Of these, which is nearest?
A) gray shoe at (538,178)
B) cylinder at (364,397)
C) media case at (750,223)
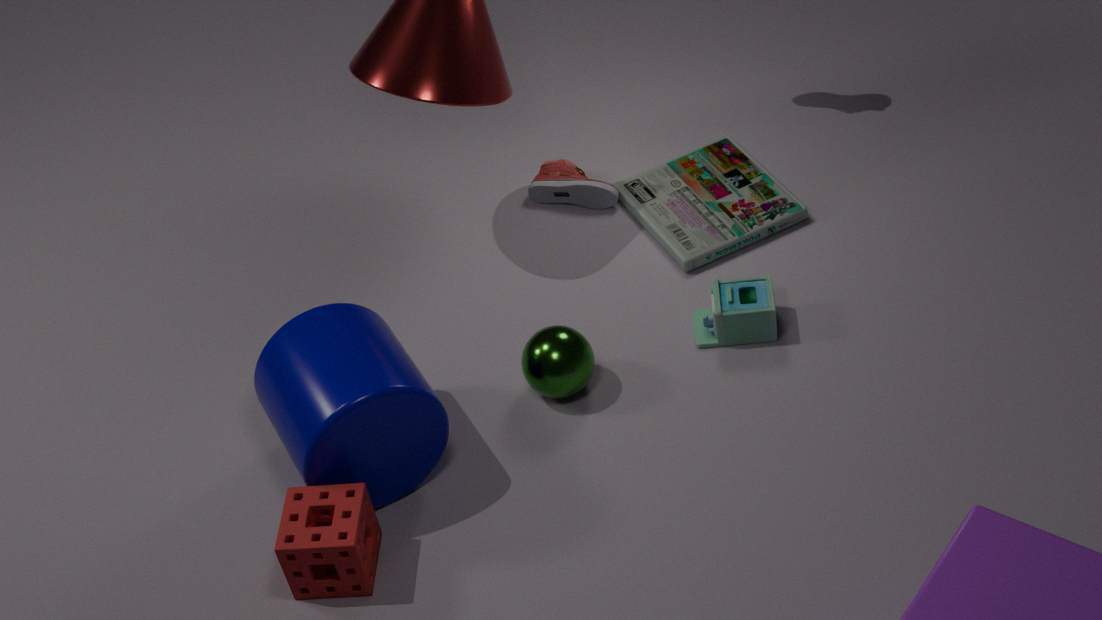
cylinder at (364,397)
